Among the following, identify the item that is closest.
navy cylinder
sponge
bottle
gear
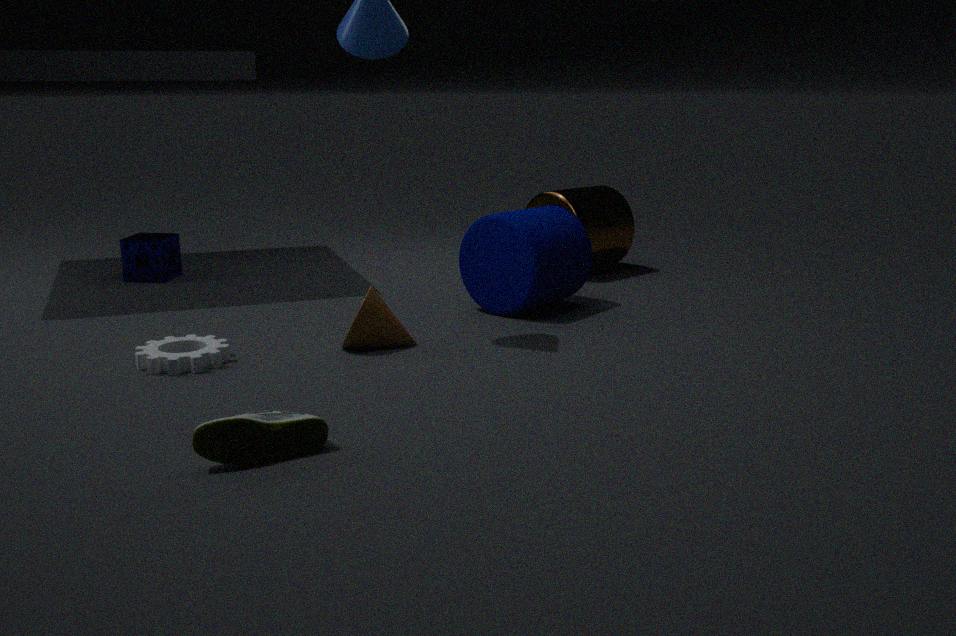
bottle
